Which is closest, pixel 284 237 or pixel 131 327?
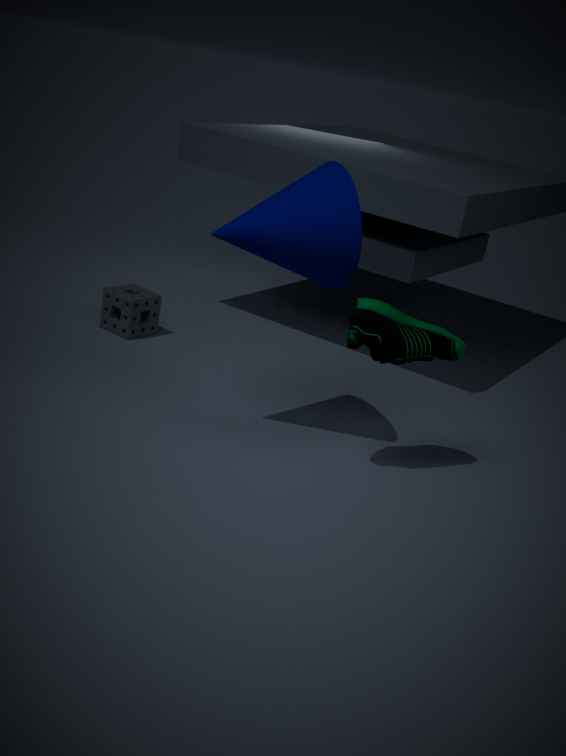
pixel 284 237
